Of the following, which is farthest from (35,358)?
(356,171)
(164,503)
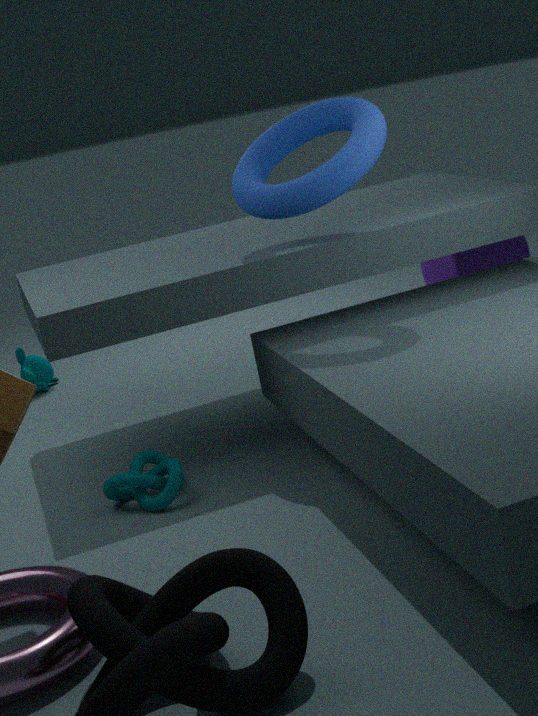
(356,171)
